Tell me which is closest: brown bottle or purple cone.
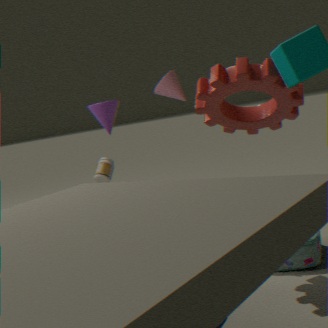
purple cone
